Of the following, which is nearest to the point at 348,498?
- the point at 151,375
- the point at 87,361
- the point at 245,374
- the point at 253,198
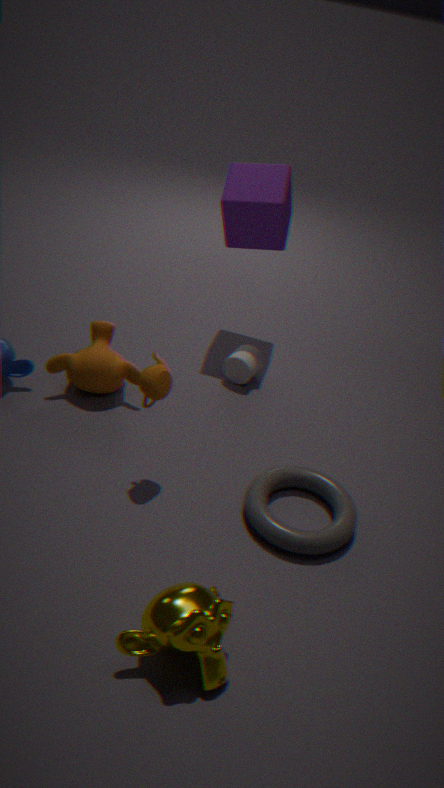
the point at 151,375
